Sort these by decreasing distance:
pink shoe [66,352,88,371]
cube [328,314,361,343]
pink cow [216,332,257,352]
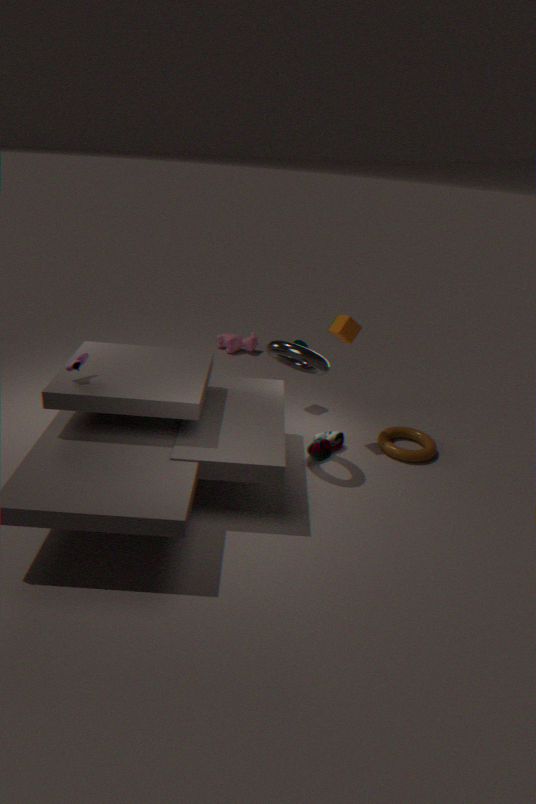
pink cow [216,332,257,352] → cube [328,314,361,343] → pink shoe [66,352,88,371]
